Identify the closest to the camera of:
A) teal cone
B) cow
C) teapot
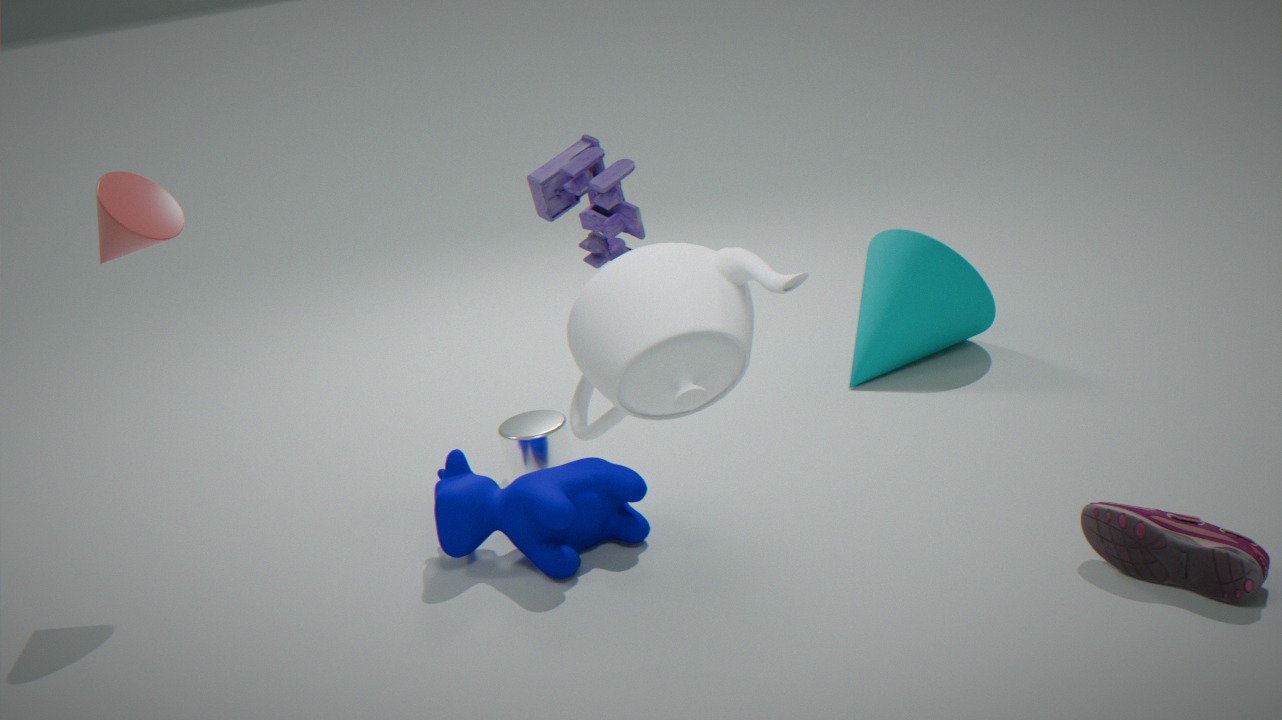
teapot
